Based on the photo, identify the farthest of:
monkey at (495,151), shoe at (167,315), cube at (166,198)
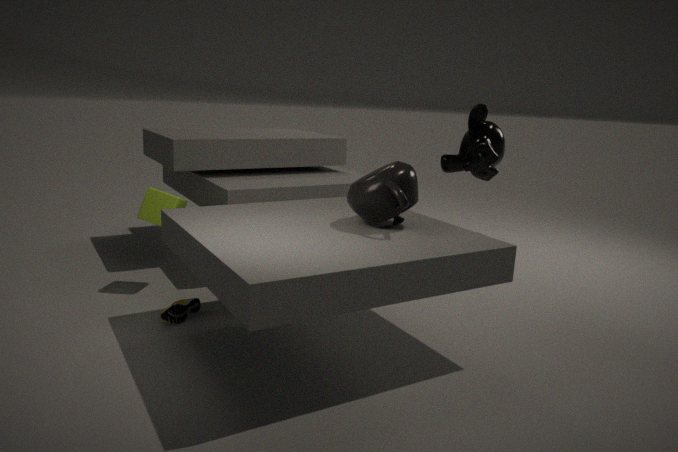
monkey at (495,151)
